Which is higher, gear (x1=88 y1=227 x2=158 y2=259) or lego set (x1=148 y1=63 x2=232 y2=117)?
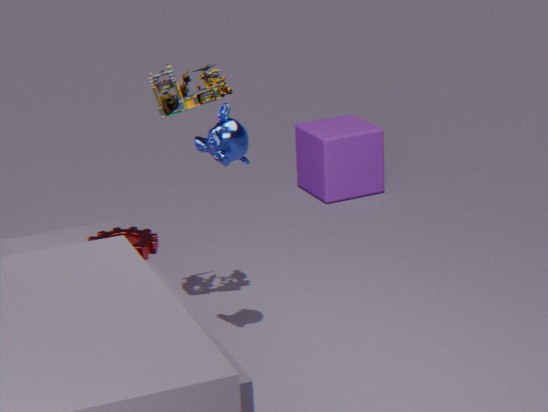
lego set (x1=148 y1=63 x2=232 y2=117)
